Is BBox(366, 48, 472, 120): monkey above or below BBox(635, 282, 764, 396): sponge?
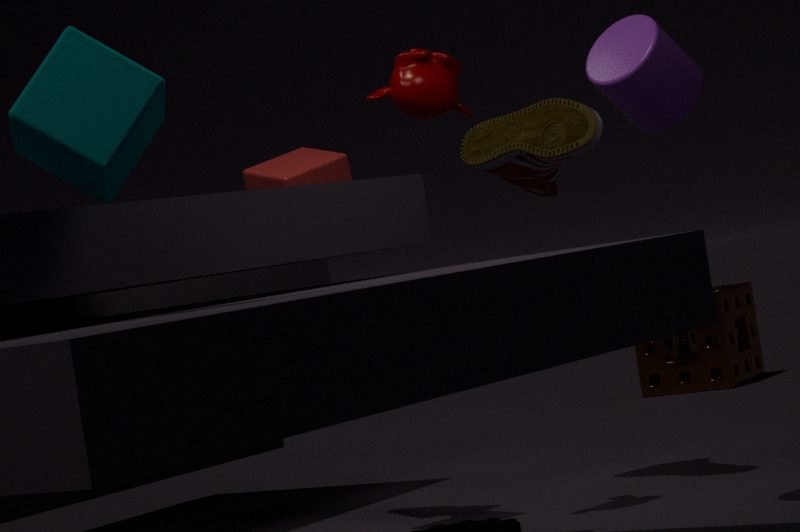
above
